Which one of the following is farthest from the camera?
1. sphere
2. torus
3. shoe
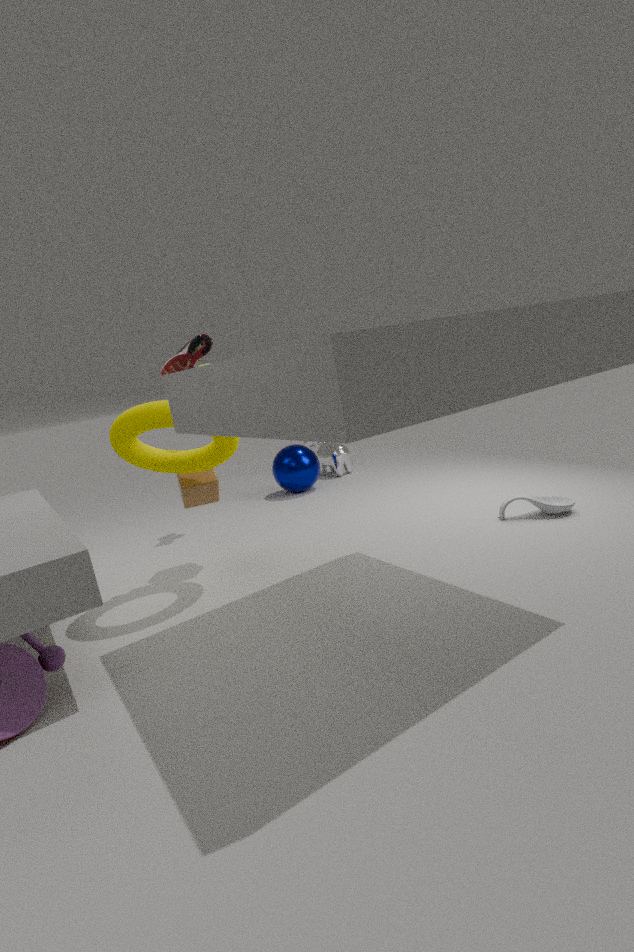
sphere
